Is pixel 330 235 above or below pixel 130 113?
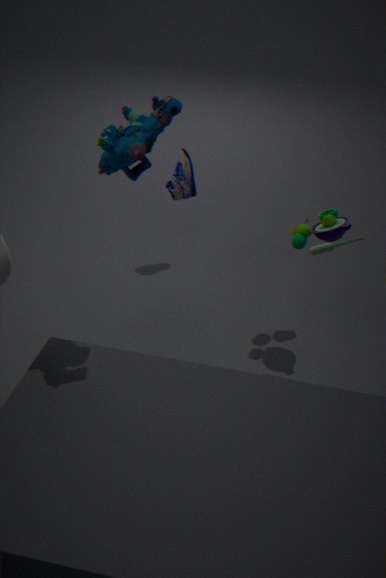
below
